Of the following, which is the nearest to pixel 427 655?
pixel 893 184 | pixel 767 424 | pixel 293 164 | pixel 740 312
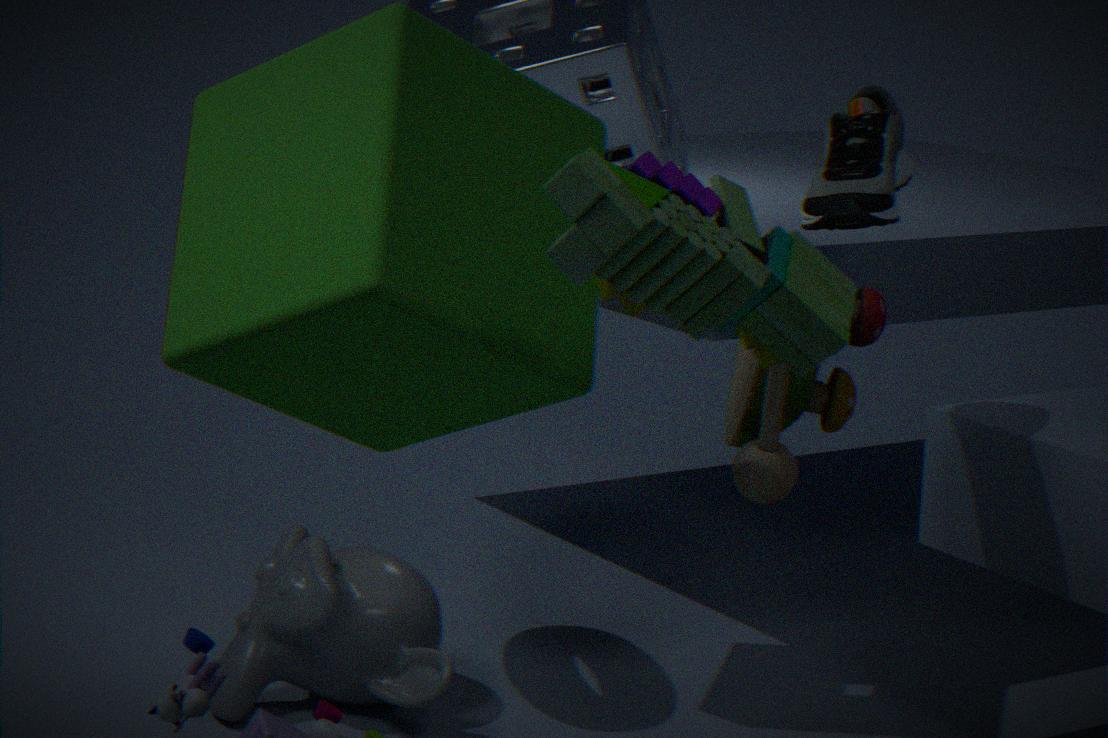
pixel 767 424
